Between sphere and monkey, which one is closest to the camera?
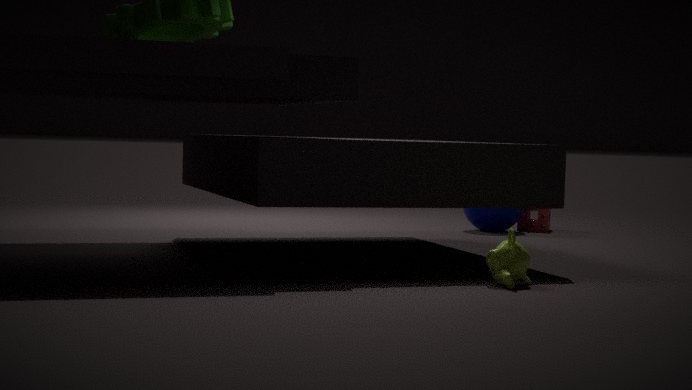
monkey
